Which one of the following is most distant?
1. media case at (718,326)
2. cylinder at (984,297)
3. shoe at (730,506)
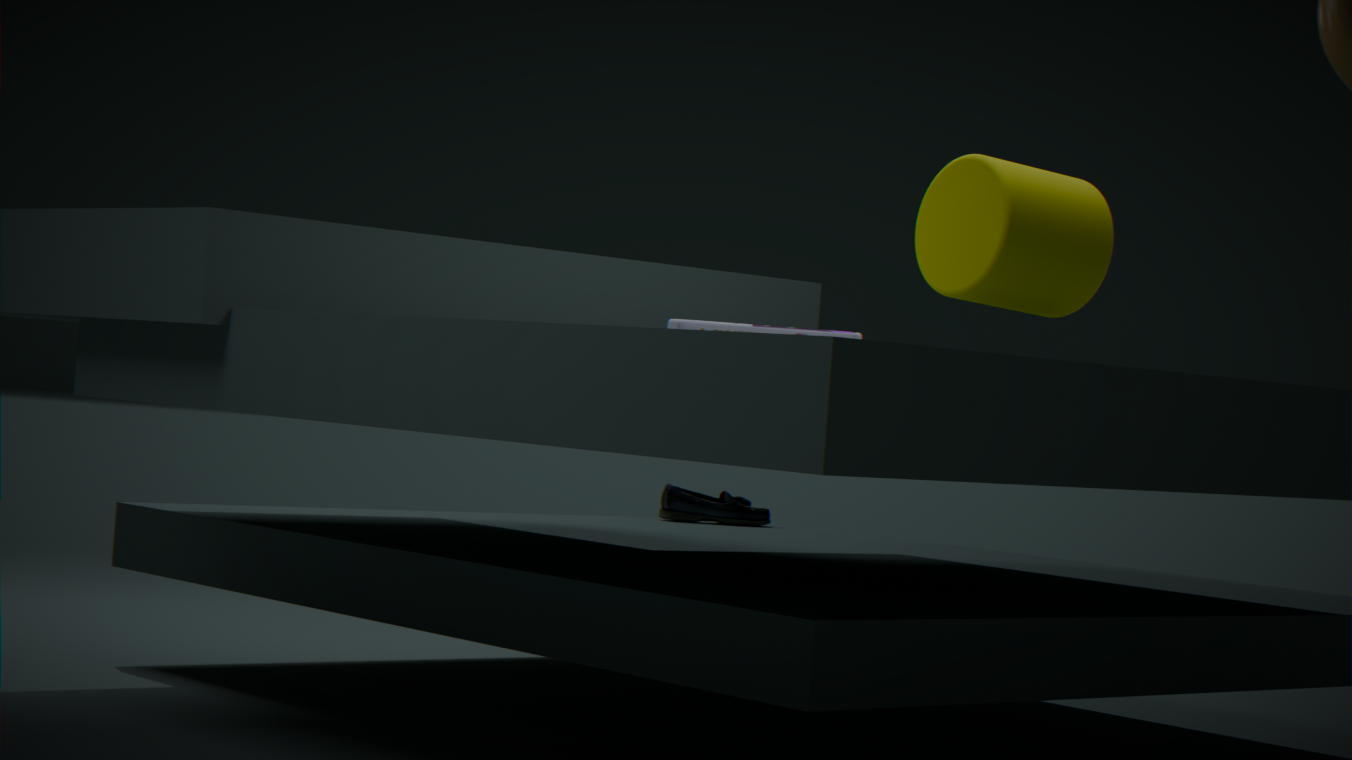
shoe at (730,506)
